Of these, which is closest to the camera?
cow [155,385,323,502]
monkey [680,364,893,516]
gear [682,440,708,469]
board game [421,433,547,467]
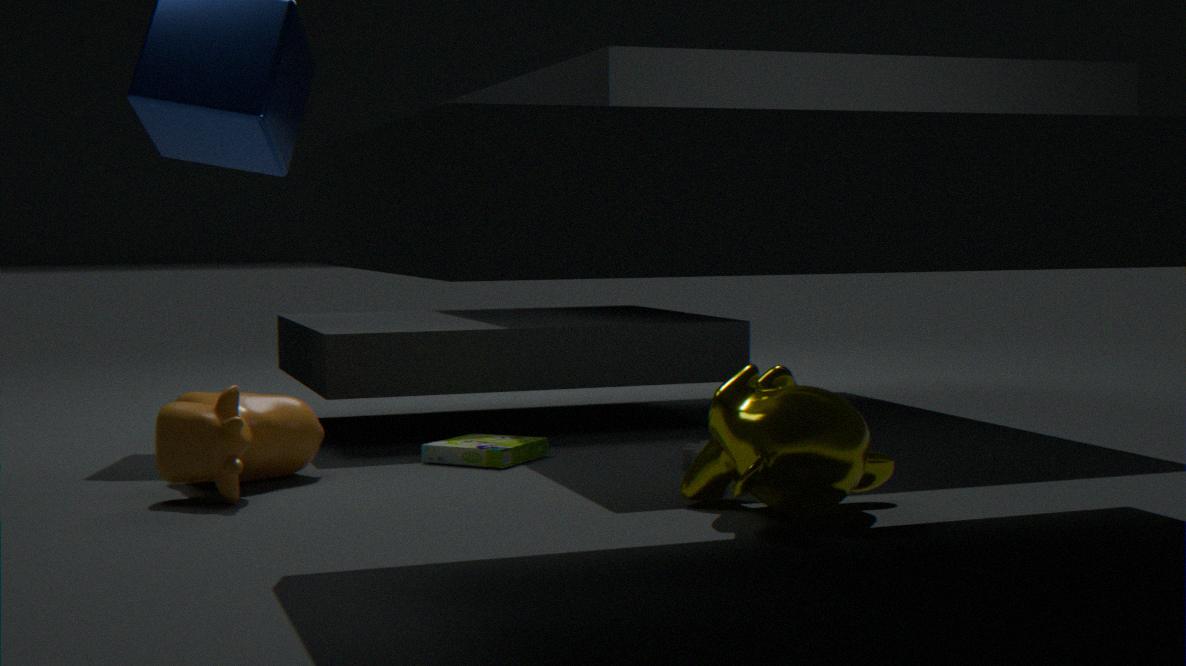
monkey [680,364,893,516]
